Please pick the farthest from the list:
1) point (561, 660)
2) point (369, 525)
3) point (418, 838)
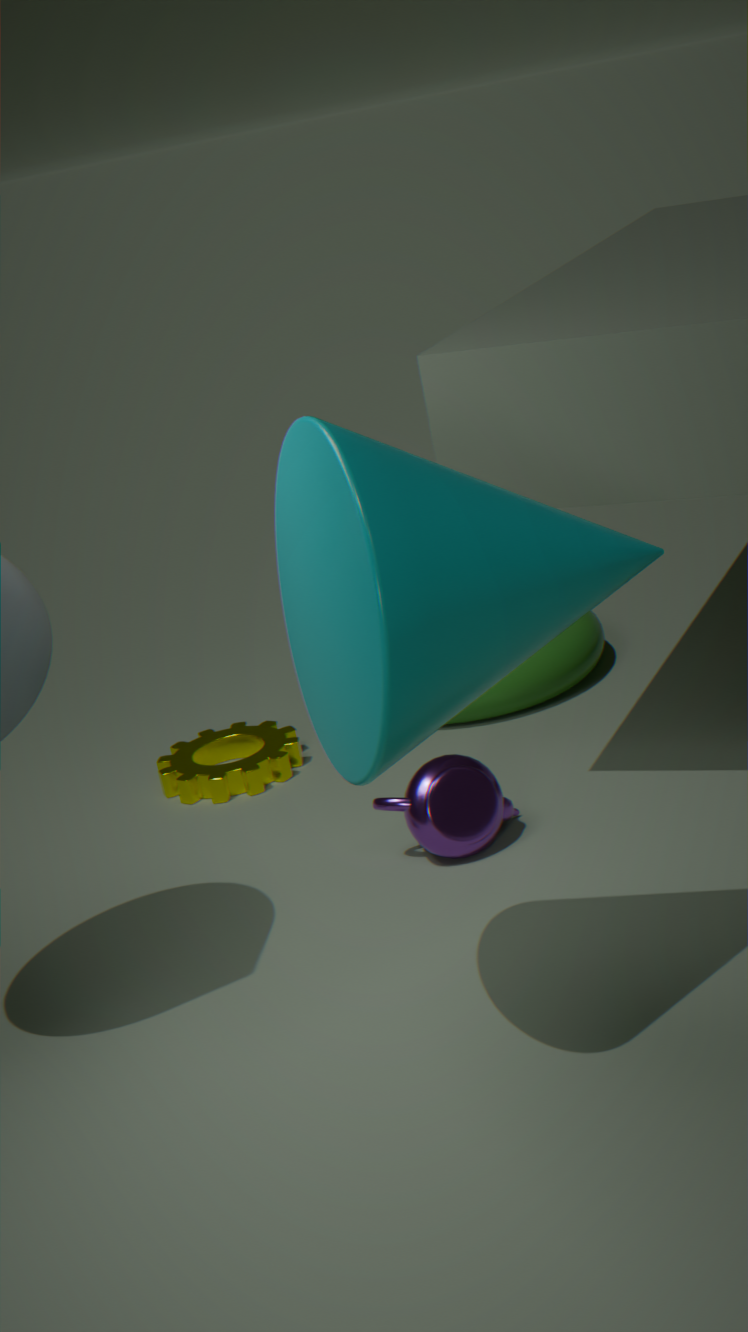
1
